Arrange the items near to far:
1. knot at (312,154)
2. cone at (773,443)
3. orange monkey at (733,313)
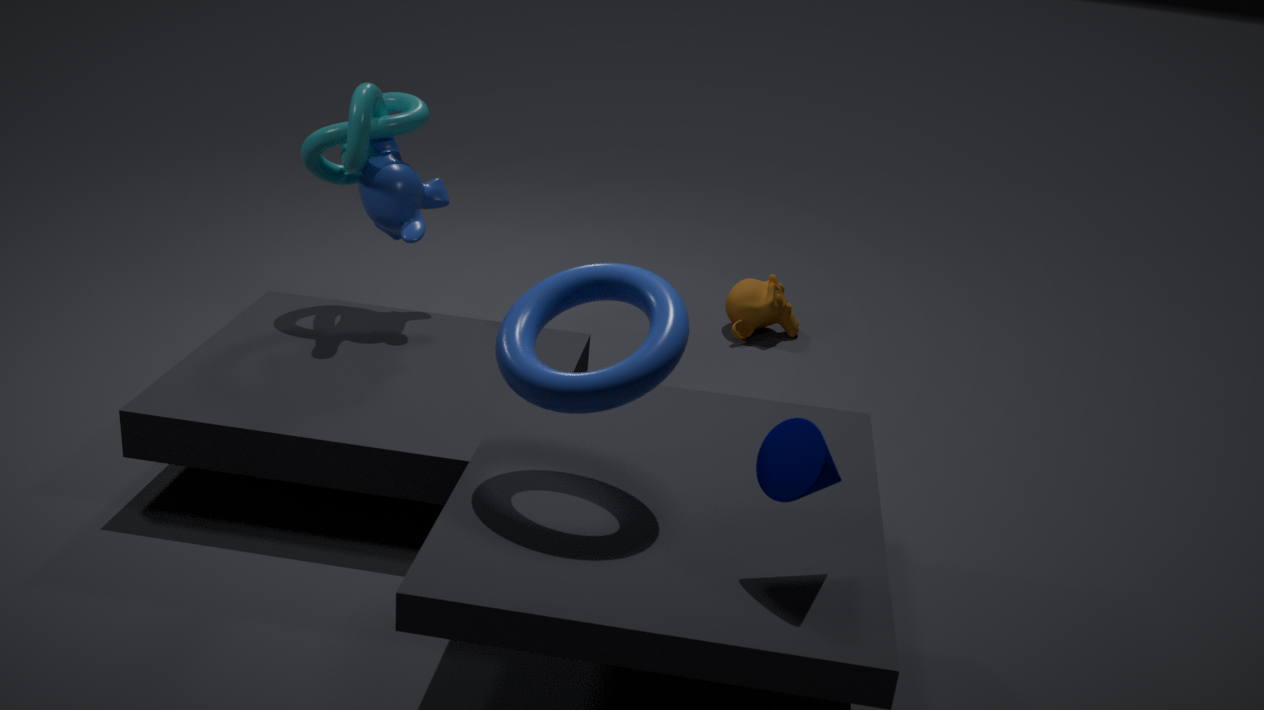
1. cone at (773,443)
2. knot at (312,154)
3. orange monkey at (733,313)
